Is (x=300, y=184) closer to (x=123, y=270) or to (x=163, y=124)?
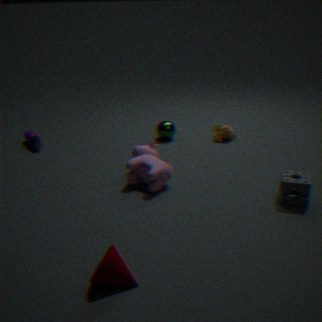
(x=123, y=270)
